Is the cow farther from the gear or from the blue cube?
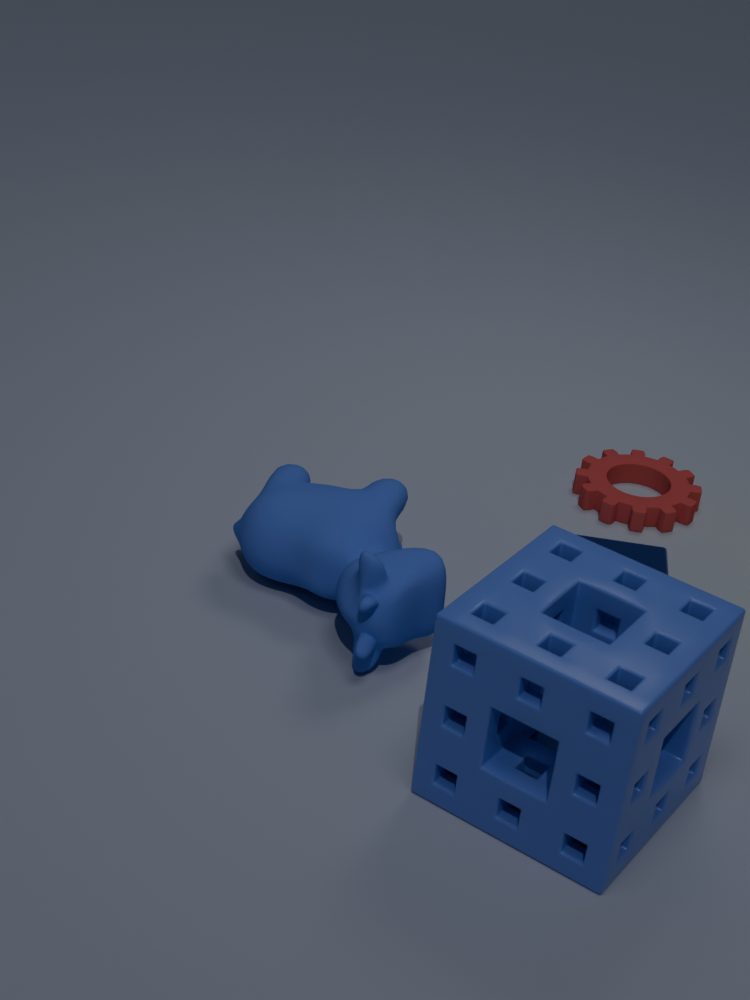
A: the gear
